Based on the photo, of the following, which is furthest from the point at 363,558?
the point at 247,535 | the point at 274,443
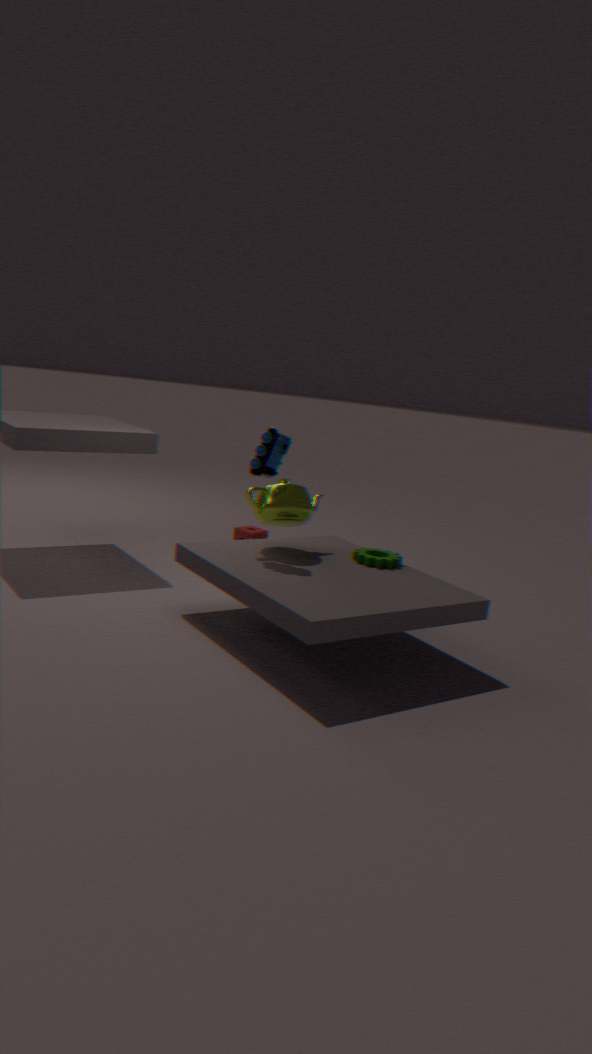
the point at 247,535
